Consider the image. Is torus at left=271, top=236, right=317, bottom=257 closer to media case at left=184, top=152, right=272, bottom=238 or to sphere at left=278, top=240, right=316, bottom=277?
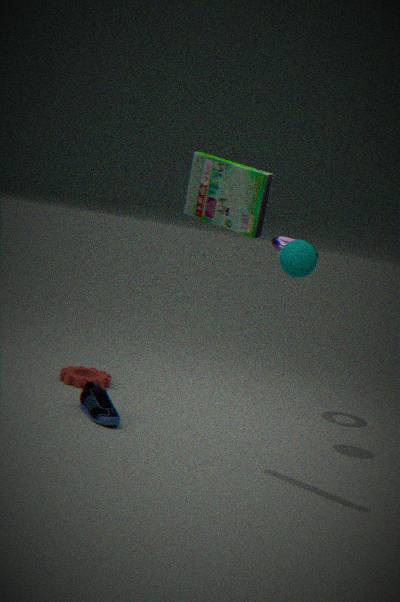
sphere at left=278, top=240, right=316, bottom=277
